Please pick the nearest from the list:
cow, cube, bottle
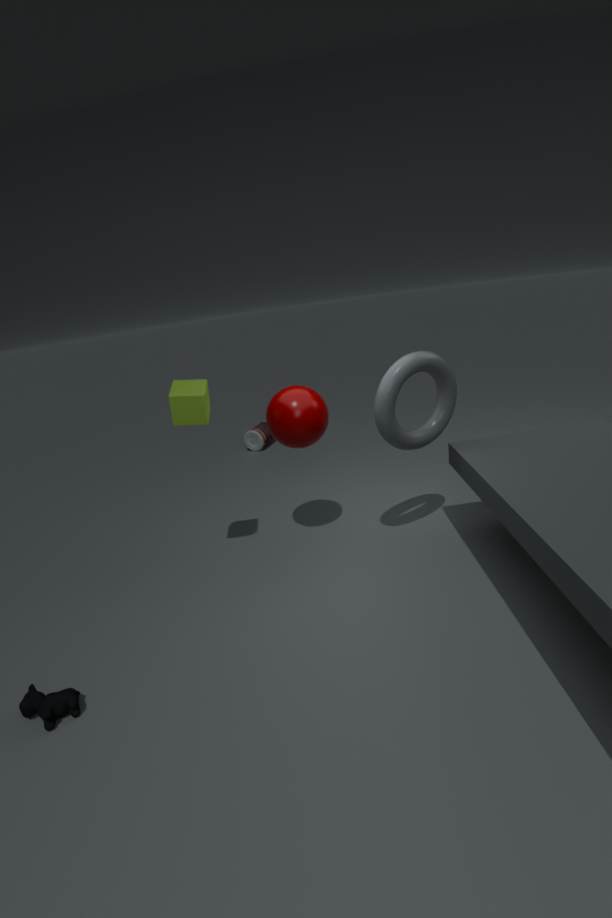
cow
